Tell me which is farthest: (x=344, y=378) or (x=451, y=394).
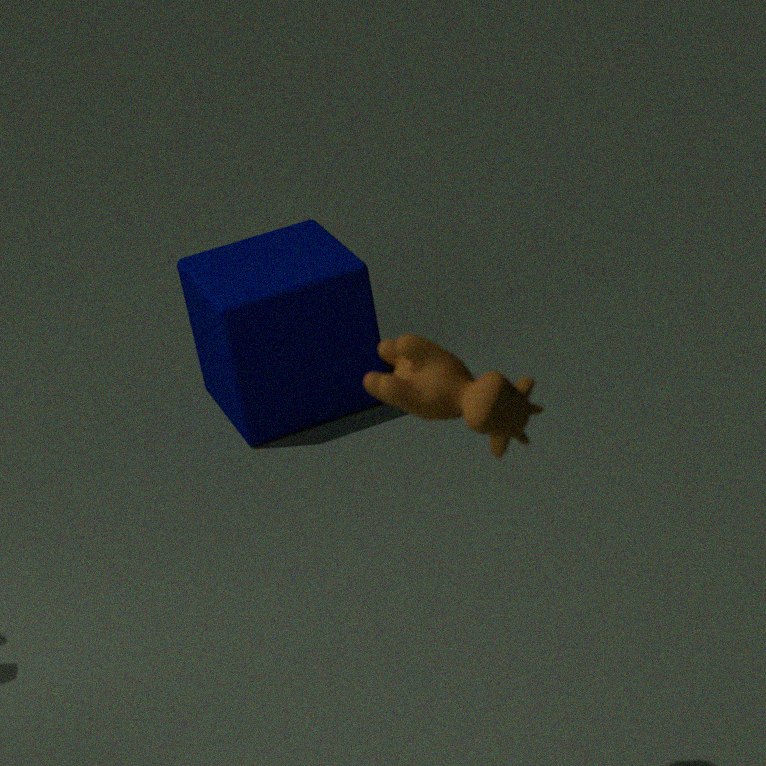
(x=344, y=378)
